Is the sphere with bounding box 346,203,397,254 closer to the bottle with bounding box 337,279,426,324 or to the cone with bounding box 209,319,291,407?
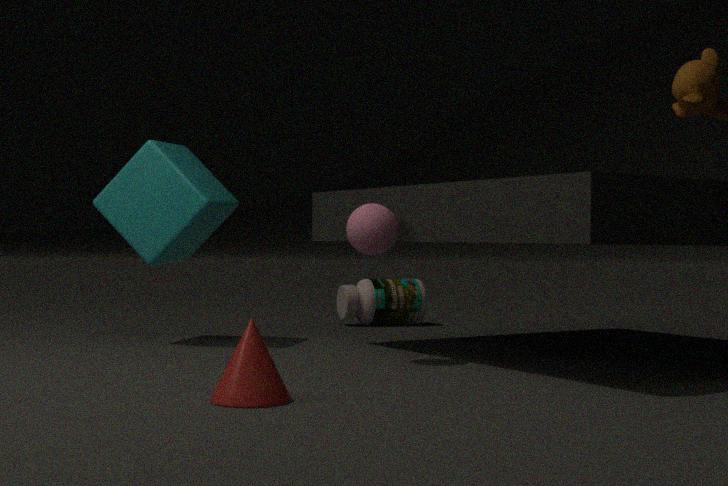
the cone with bounding box 209,319,291,407
